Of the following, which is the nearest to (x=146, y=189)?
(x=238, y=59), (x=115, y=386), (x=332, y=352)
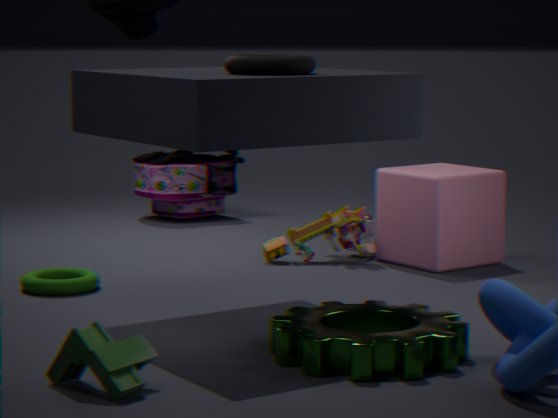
(x=238, y=59)
